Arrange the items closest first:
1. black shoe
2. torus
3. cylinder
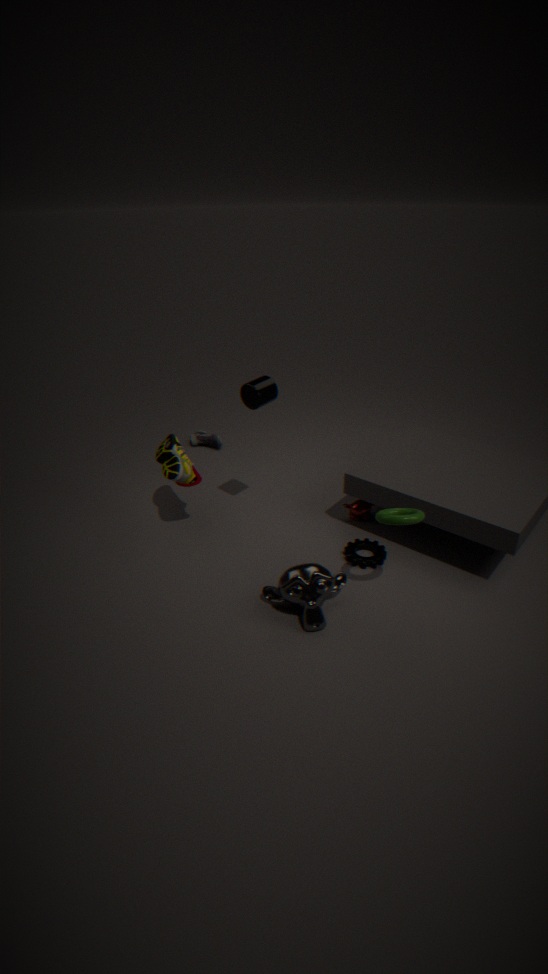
1. torus
2. cylinder
3. black shoe
